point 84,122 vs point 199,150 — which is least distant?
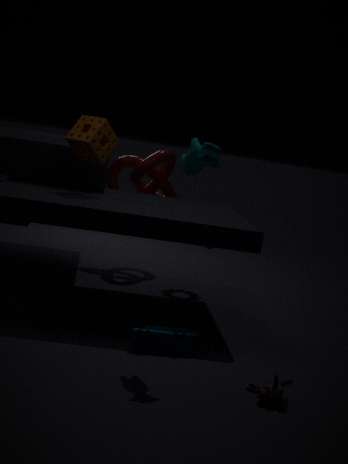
point 199,150
